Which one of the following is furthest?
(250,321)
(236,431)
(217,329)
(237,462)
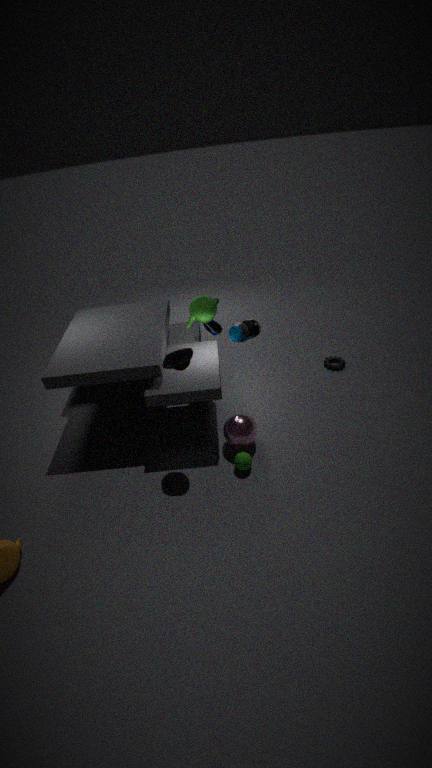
(217,329)
